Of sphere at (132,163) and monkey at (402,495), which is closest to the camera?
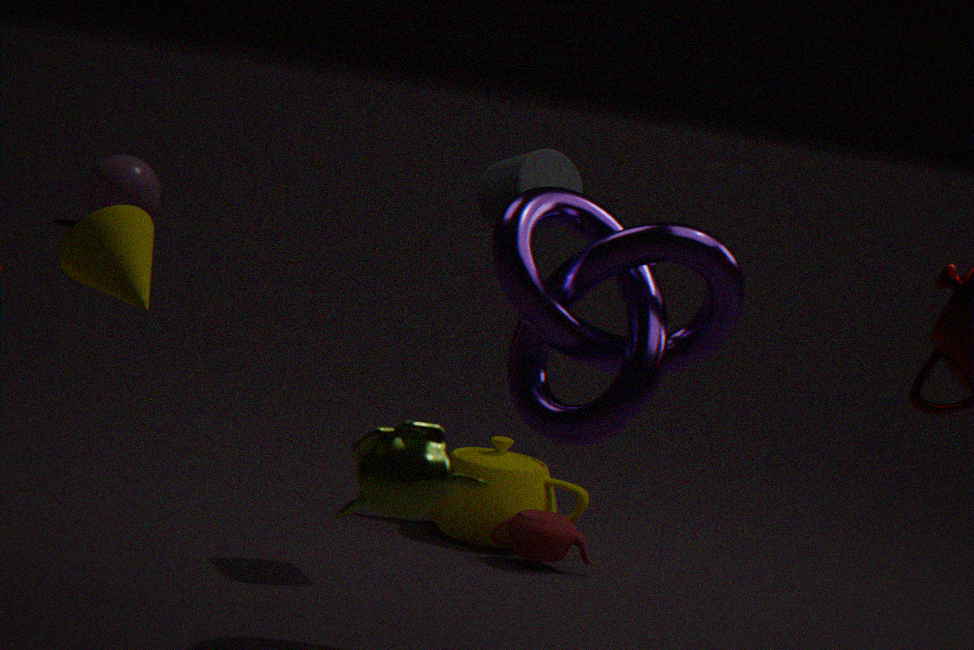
monkey at (402,495)
